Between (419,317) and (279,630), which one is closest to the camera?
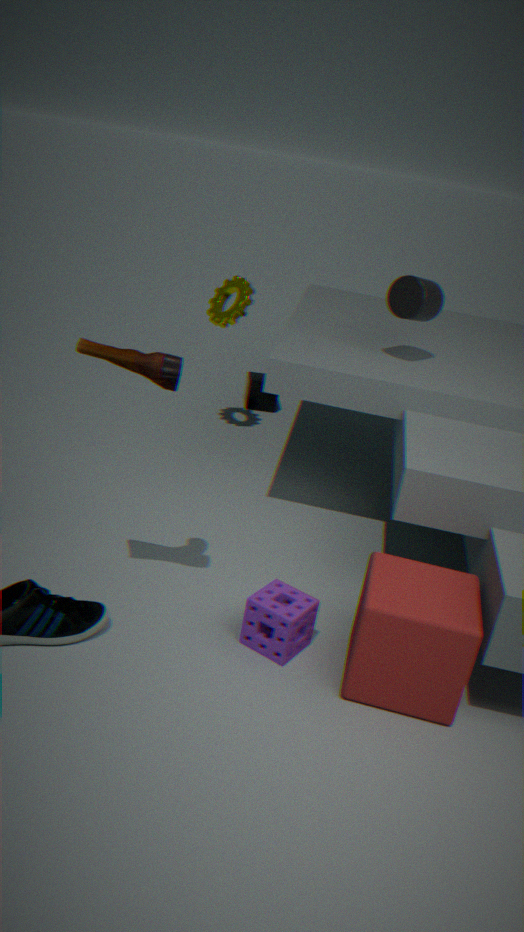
(279,630)
